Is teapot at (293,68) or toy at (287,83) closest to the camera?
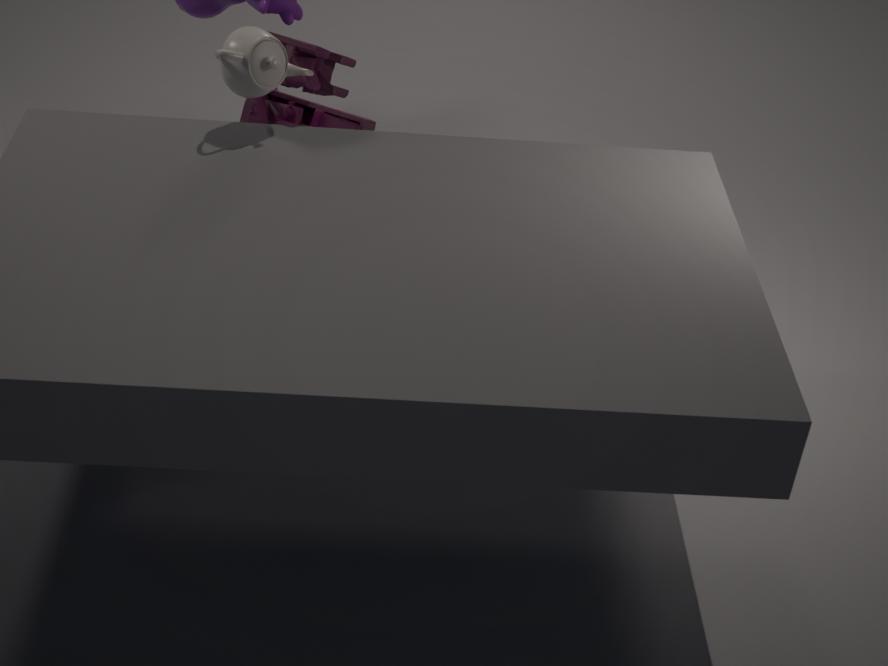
teapot at (293,68)
